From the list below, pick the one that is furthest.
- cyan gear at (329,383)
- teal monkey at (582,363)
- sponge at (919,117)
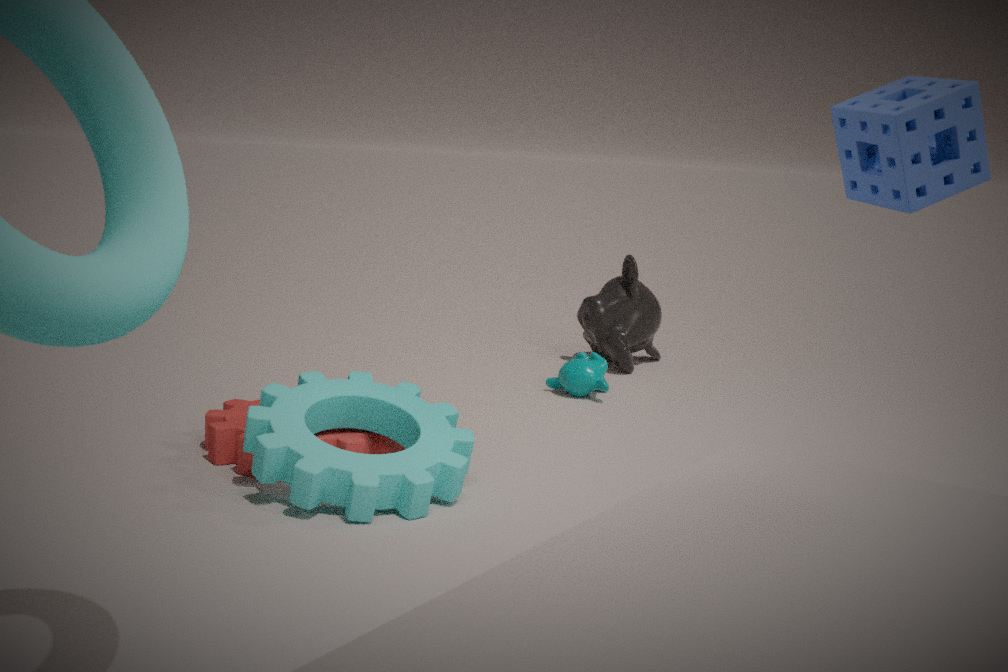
teal monkey at (582,363)
